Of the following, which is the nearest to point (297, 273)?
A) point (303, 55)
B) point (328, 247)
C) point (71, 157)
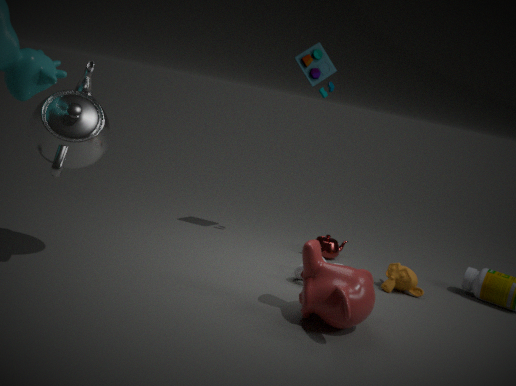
point (328, 247)
